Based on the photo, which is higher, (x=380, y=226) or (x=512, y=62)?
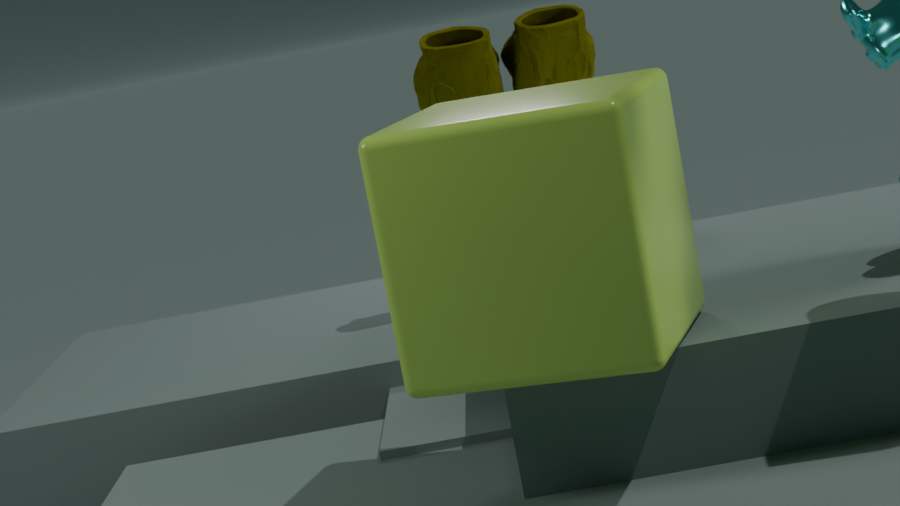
(x=512, y=62)
